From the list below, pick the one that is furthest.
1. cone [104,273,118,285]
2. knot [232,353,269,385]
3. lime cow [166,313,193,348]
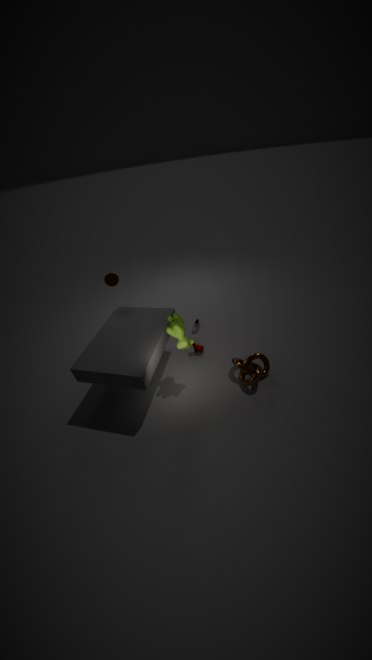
cone [104,273,118,285]
